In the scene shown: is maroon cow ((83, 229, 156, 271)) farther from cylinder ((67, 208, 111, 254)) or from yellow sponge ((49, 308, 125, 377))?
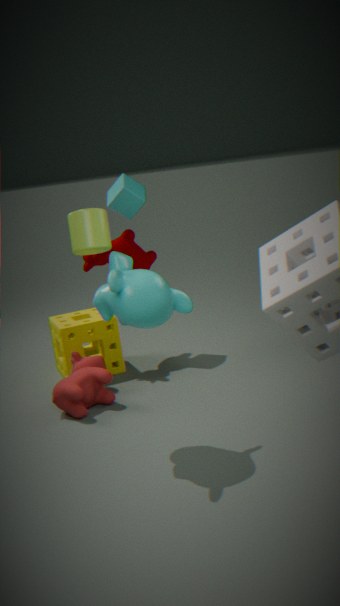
cylinder ((67, 208, 111, 254))
